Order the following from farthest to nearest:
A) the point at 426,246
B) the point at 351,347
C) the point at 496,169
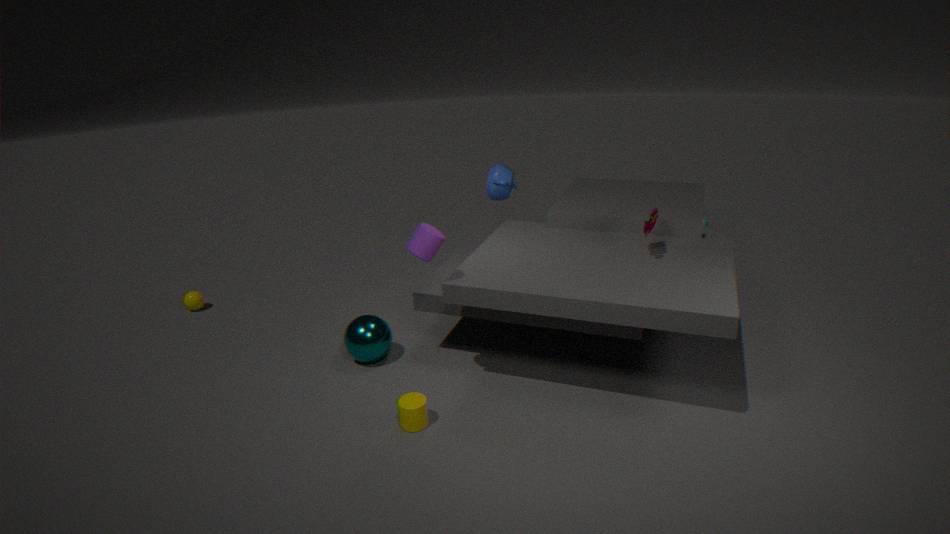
the point at 496,169
the point at 351,347
the point at 426,246
